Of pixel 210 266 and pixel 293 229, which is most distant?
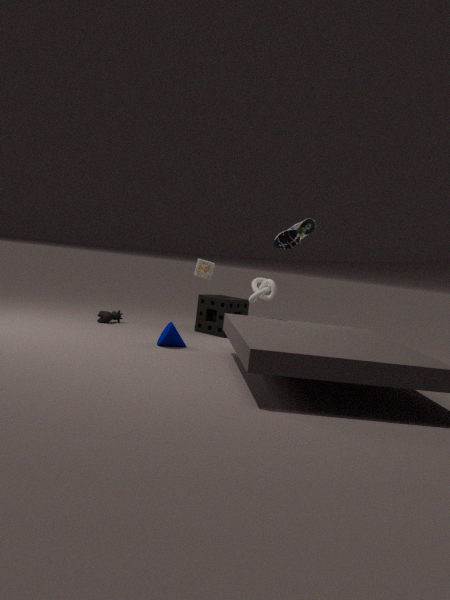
pixel 210 266
